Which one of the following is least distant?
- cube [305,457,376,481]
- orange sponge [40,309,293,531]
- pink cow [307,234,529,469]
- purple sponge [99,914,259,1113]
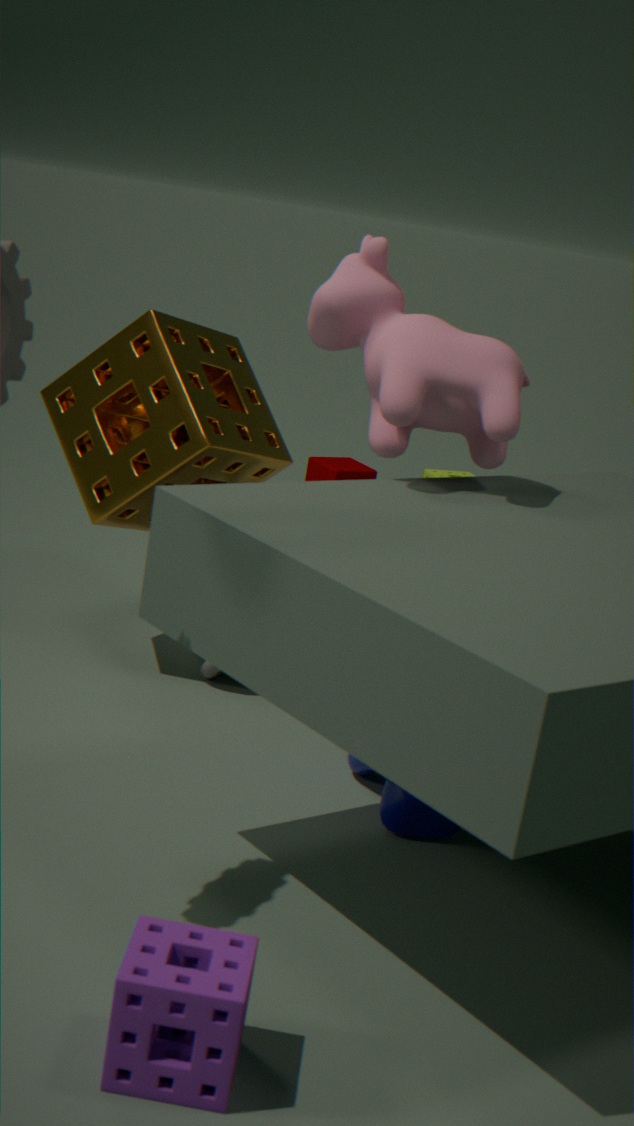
purple sponge [99,914,259,1113]
